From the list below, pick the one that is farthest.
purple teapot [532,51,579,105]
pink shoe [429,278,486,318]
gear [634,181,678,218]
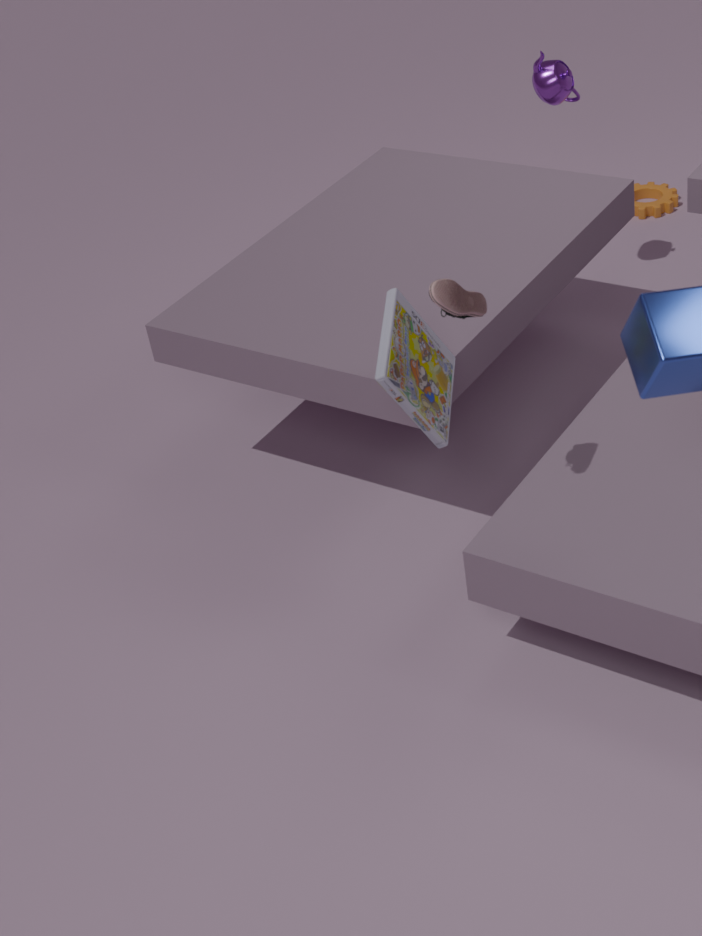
gear [634,181,678,218]
